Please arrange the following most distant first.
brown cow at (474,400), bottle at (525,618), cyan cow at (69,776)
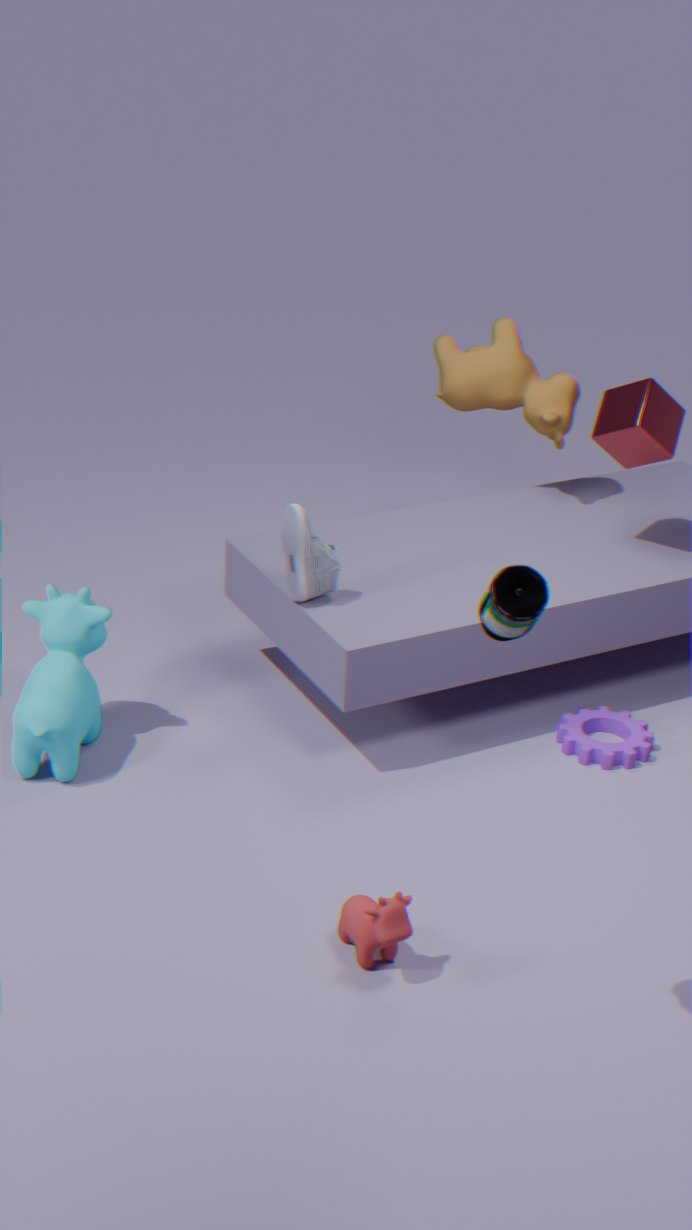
brown cow at (474,400) < cyan cow at (69,776) < bottle at (525,618)
